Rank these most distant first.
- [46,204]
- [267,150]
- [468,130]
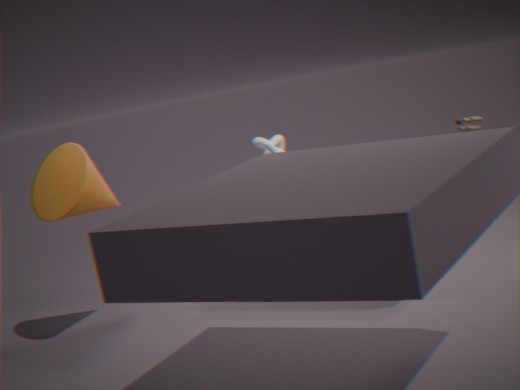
1. [267,150]
2. [468,130]
3. [46,204]
